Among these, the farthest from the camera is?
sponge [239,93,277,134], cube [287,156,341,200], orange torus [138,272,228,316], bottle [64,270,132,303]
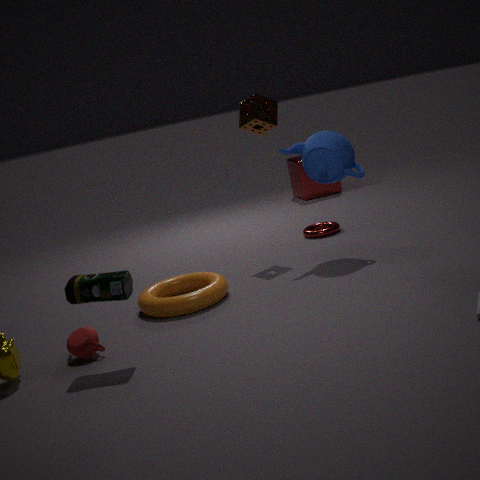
cube [287,156,341,200]
